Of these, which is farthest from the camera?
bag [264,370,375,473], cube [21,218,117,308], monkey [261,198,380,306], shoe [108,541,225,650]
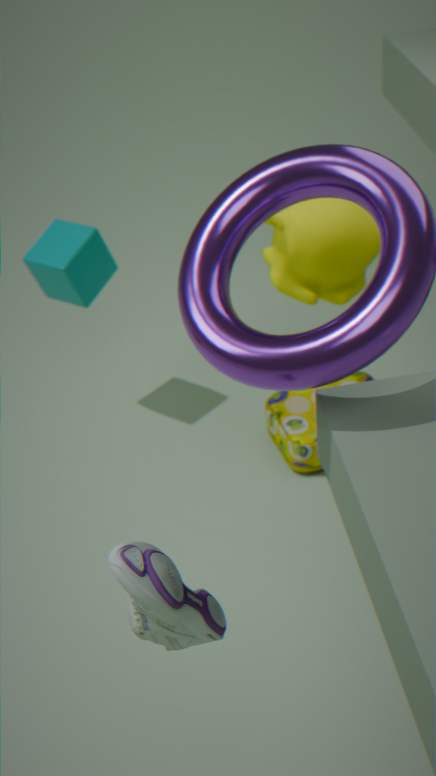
cube [21,218,117,308]
